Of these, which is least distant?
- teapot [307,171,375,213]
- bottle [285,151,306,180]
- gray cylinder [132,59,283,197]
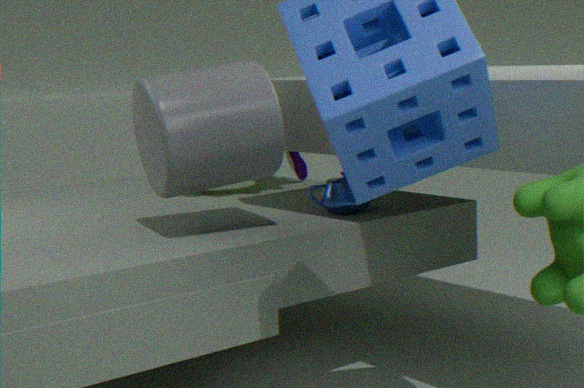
gray cylinder [132,59,283,197]
